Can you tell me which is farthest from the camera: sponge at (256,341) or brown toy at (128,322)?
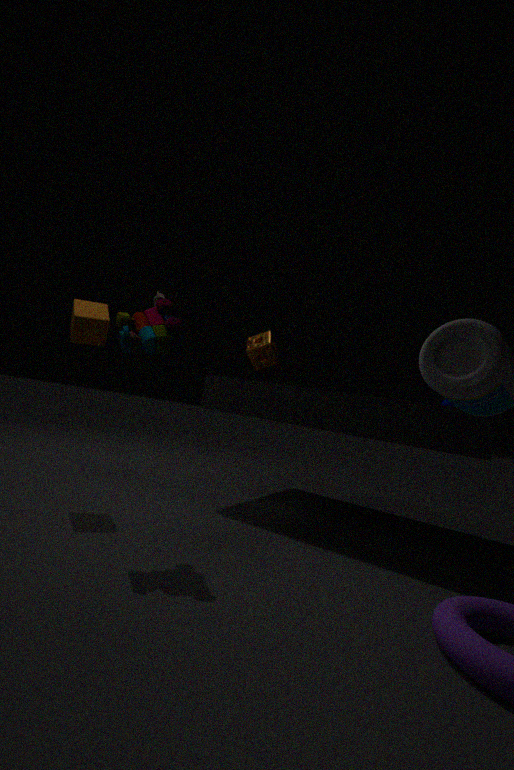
sponge at (256,341)
